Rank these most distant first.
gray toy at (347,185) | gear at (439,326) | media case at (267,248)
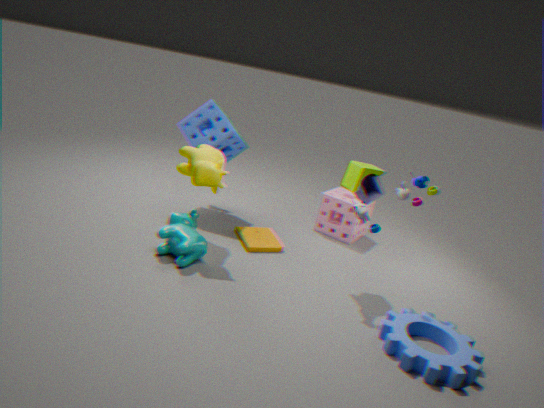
1. media case at (267,248)
2. gray toy at (347,185)
3. gear at (439,326)
